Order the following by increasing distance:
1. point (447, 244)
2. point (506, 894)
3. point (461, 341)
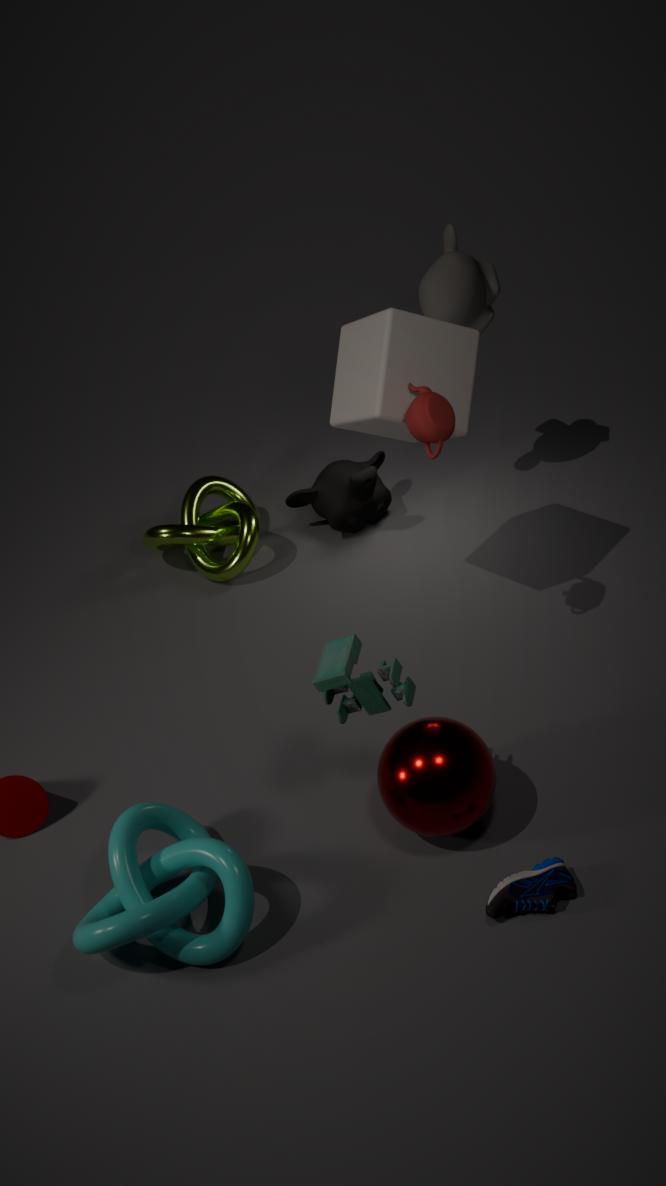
point (506, 894) < point (461, 341) < point (447, 244)
